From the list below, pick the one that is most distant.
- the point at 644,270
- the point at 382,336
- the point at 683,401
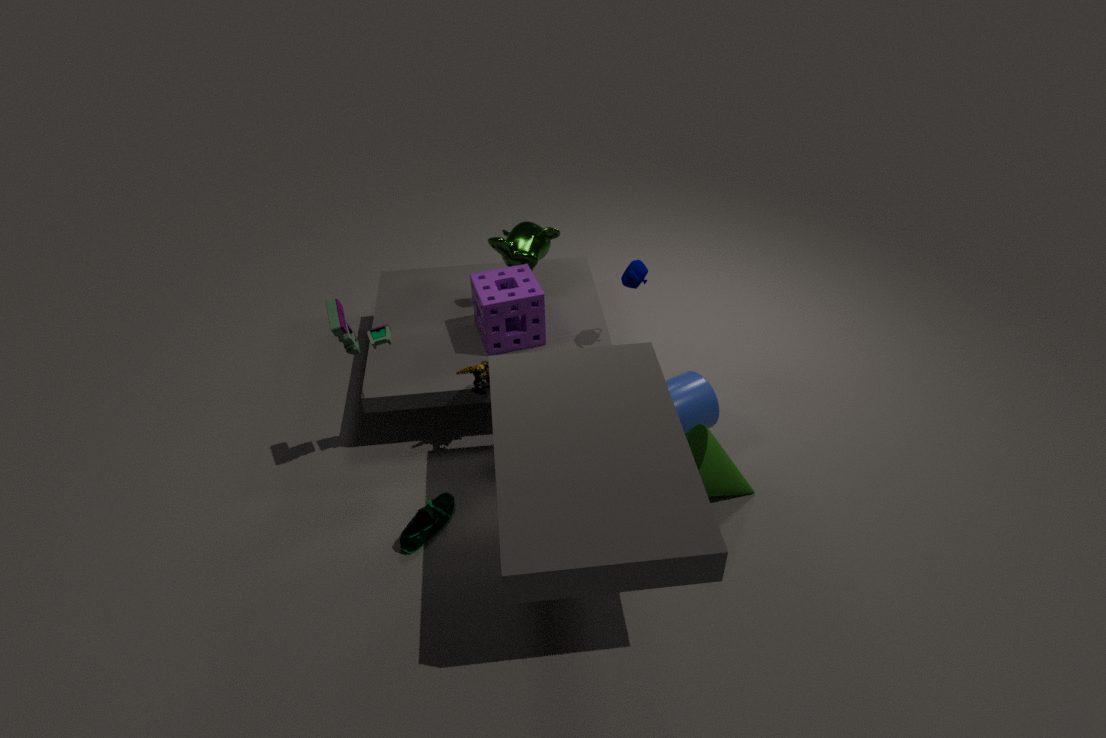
the point at 683,401
